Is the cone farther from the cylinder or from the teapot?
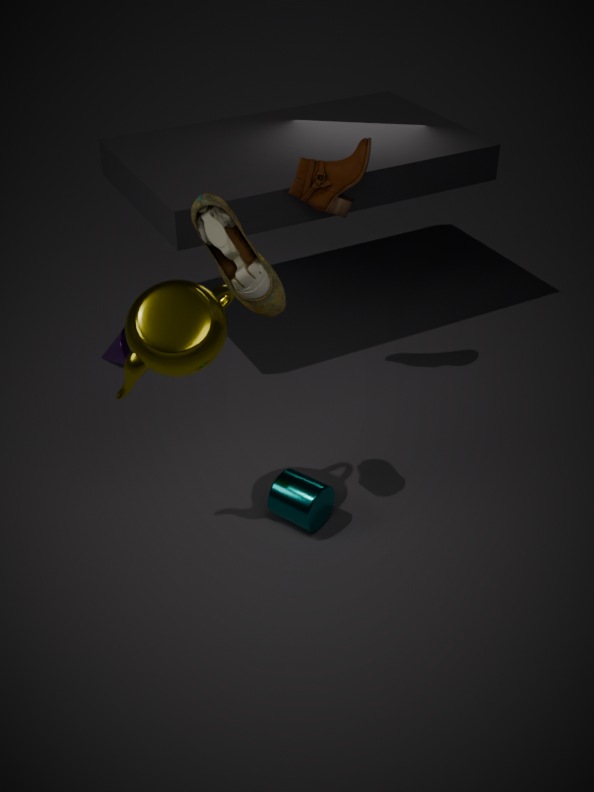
the cylinder
